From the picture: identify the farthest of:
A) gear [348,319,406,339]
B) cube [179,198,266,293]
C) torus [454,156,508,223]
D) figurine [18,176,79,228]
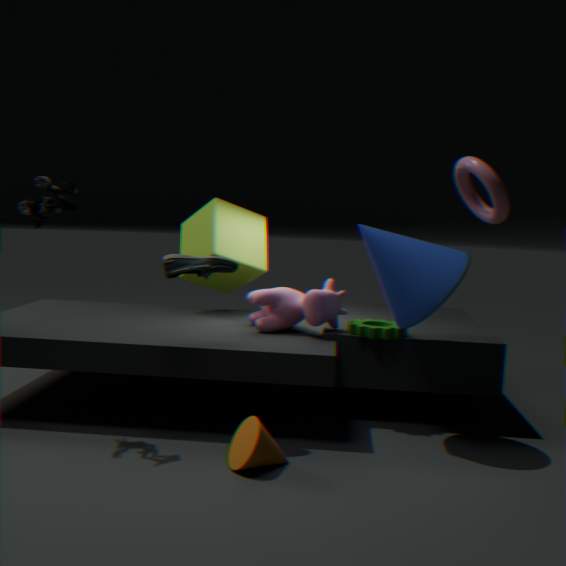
cube [179,198,266,293]
